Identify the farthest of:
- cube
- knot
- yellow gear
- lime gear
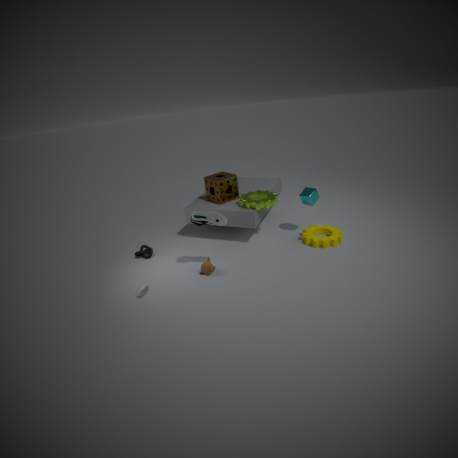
knot
